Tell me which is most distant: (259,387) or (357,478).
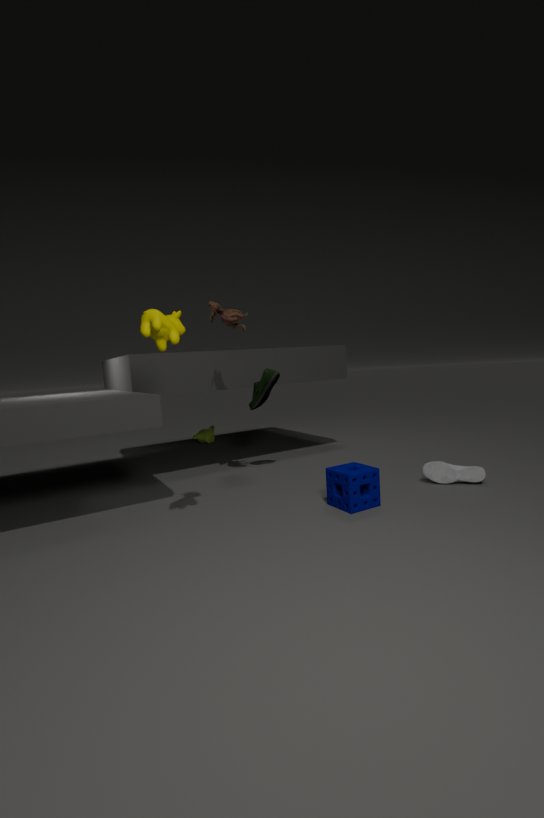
(259,387)
